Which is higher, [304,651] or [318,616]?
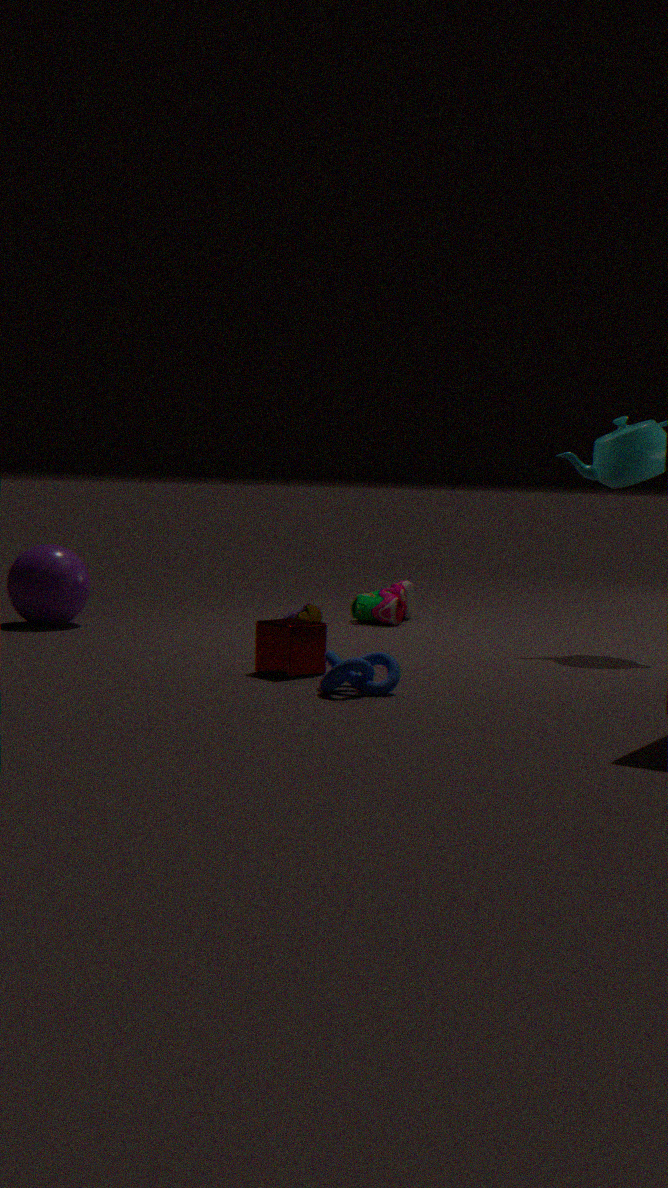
[304,651]
